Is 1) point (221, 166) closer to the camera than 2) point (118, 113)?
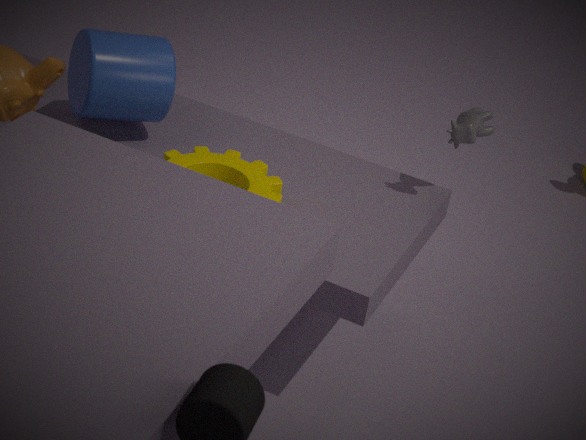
Yes
